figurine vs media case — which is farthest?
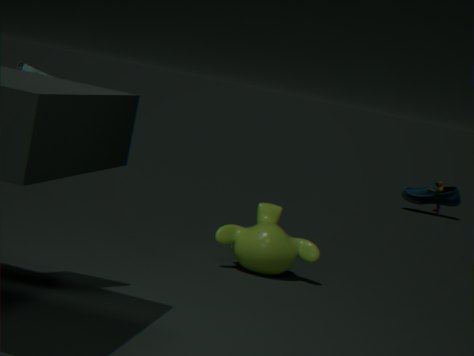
figurine
